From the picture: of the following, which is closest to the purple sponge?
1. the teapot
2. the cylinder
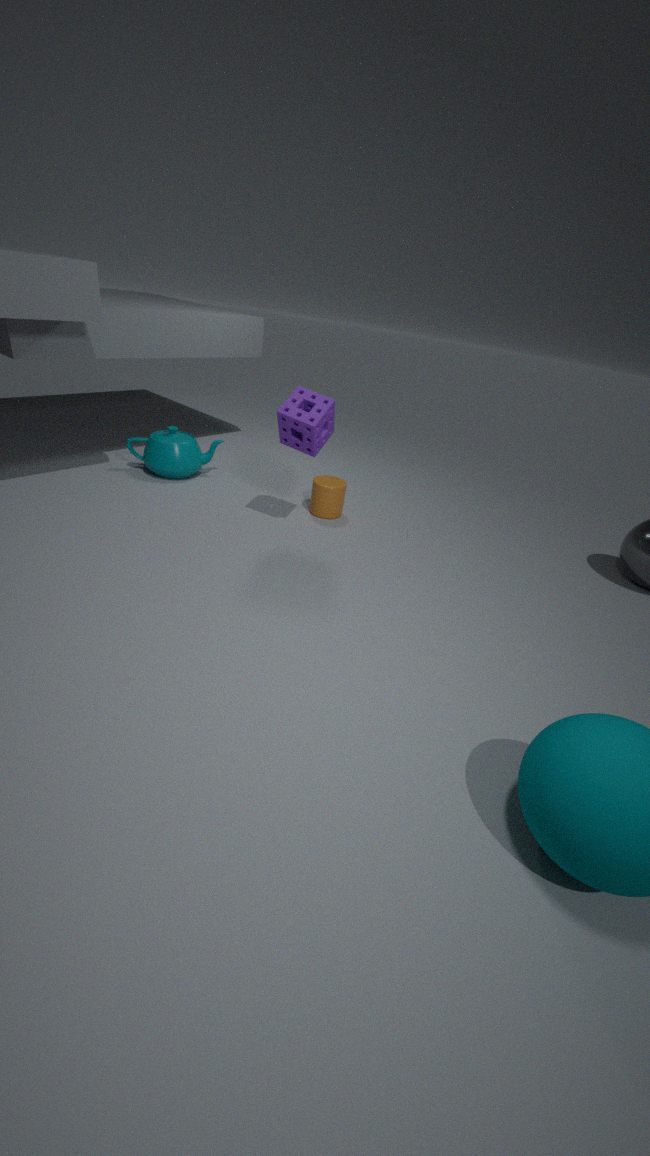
the cylinder
